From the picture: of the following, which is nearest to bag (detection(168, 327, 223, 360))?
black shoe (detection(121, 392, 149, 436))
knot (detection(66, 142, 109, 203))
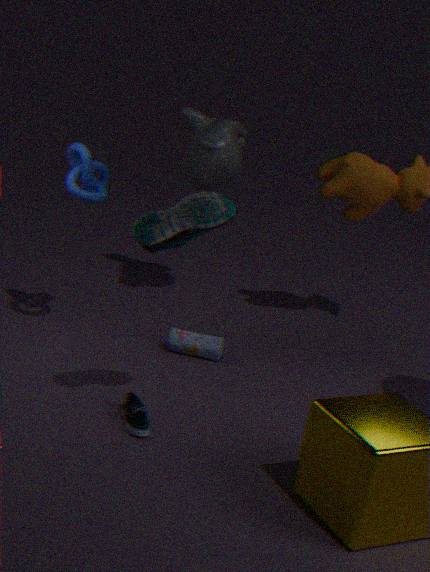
black shoe (detection(121, 392, 149, 436))
